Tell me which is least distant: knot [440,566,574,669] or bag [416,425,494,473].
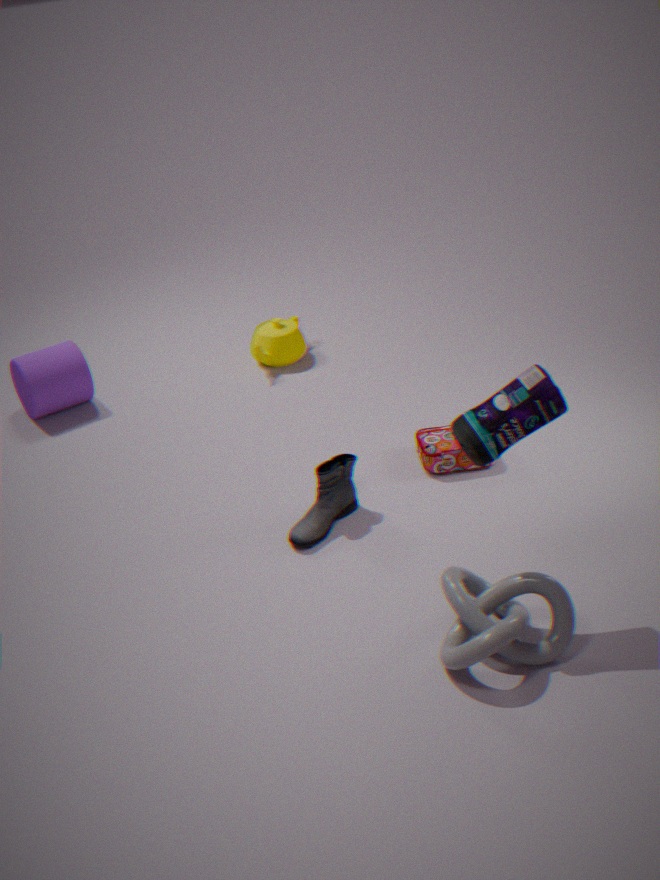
knot [440,566,574,669]
